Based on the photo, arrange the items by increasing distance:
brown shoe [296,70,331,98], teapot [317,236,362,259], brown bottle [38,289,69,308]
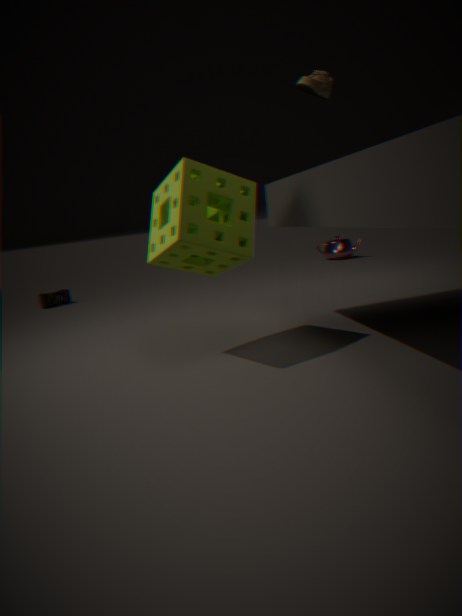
brown shoe [296,70,331,98] < brown bottle [38,289,69,308] < teapot [317,236,362,259]
